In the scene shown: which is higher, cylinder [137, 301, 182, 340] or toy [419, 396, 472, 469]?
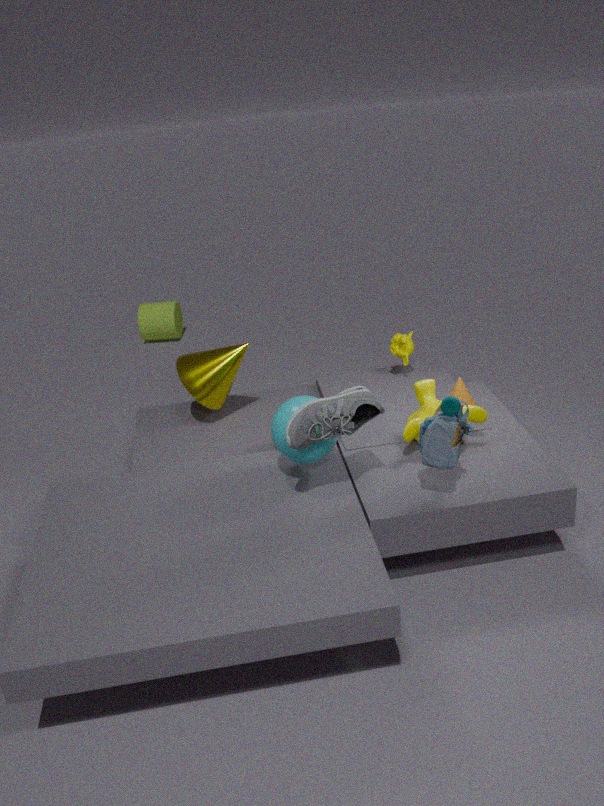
toy [419, 396, 472, 469]
